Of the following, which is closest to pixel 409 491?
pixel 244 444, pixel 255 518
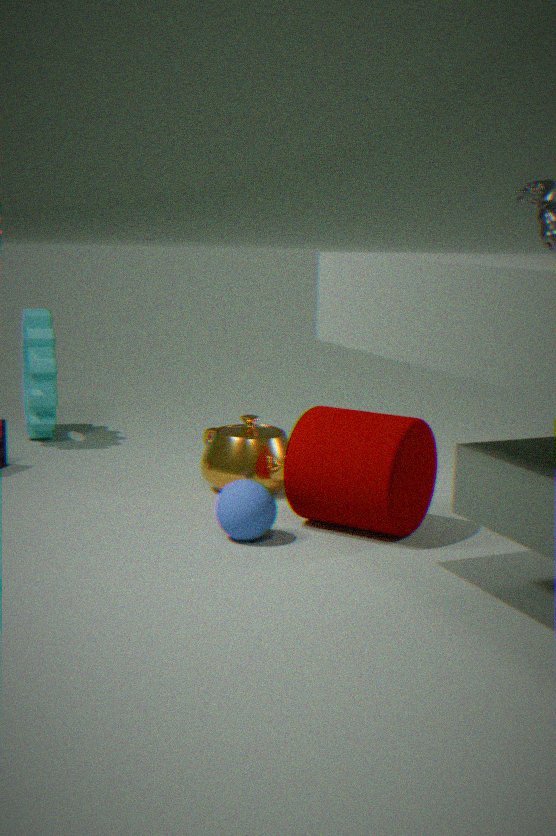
pixel 255 518
